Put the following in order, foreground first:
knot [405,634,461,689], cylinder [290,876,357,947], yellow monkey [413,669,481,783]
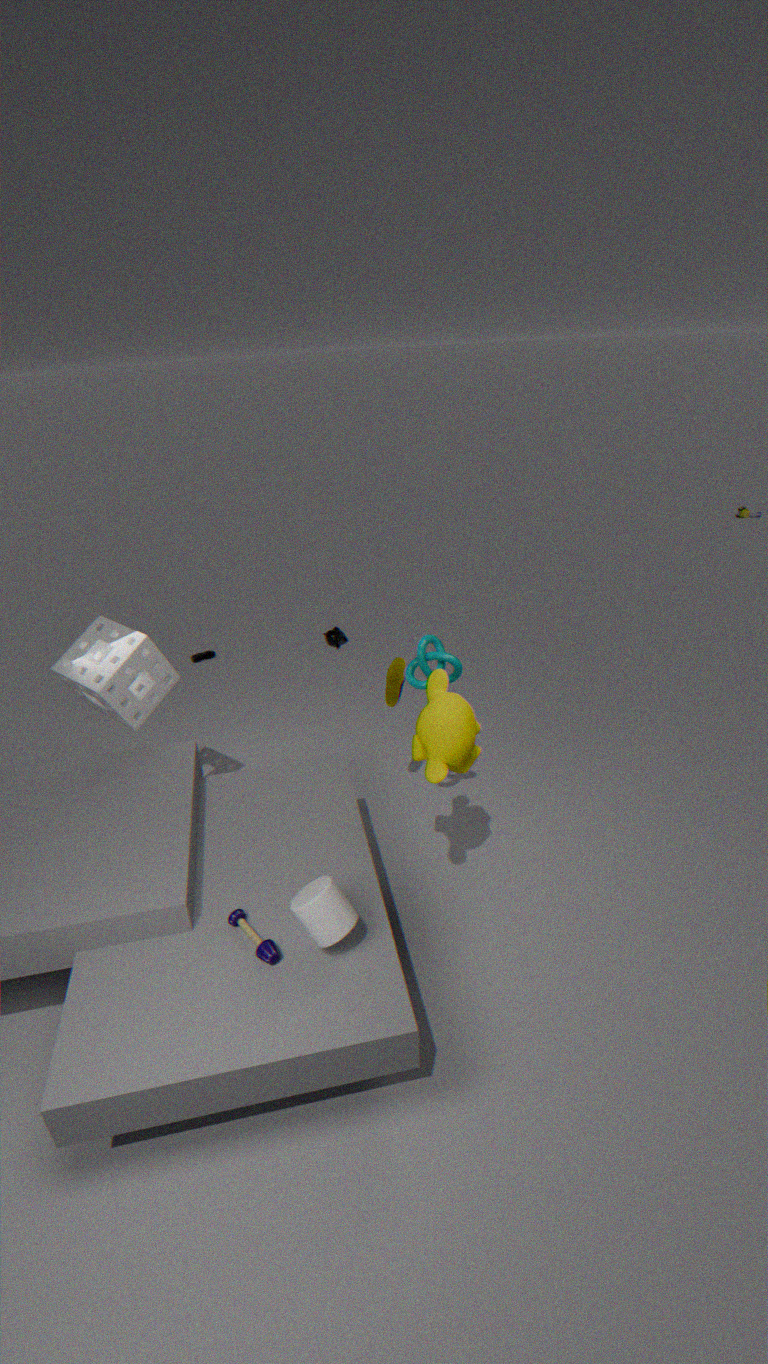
1. cylinder [290,876,357,947]
2. yellow monkey [413,669,481,783]
3. knot [405,634,461,689]
